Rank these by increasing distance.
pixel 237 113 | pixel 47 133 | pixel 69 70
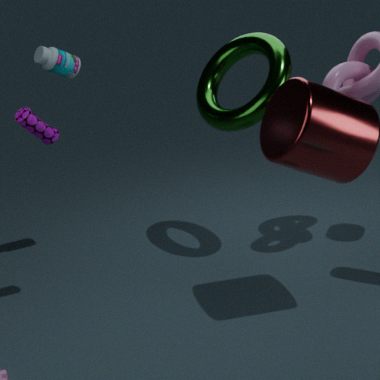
pixel 47 133 < pixel 237 113 < pixel 69 70
